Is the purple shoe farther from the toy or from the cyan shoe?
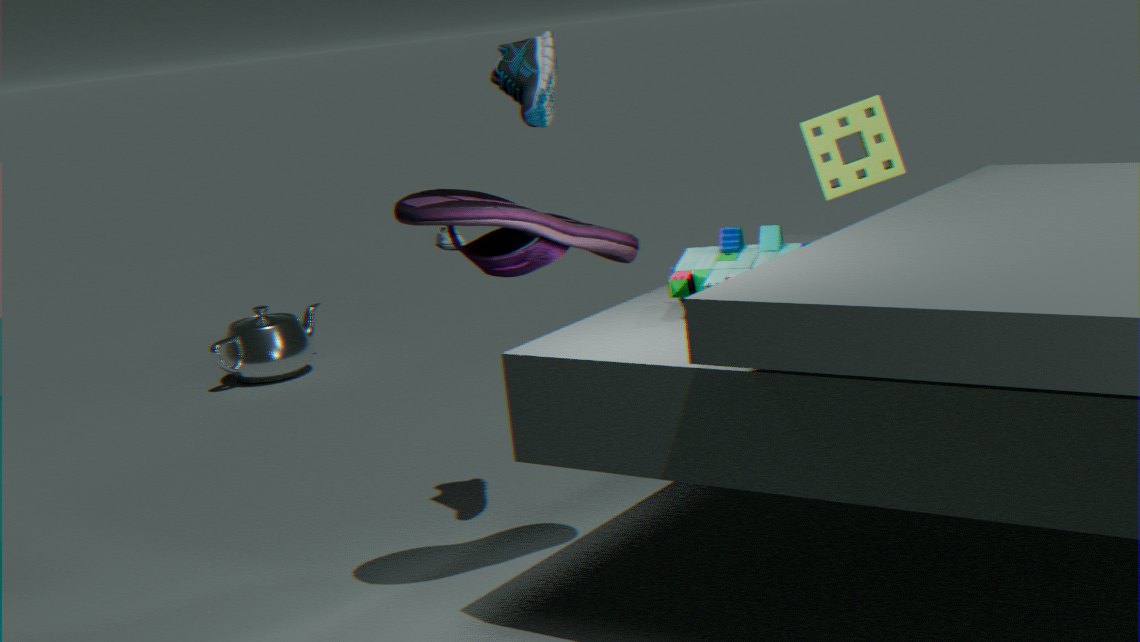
the cyan shoe
